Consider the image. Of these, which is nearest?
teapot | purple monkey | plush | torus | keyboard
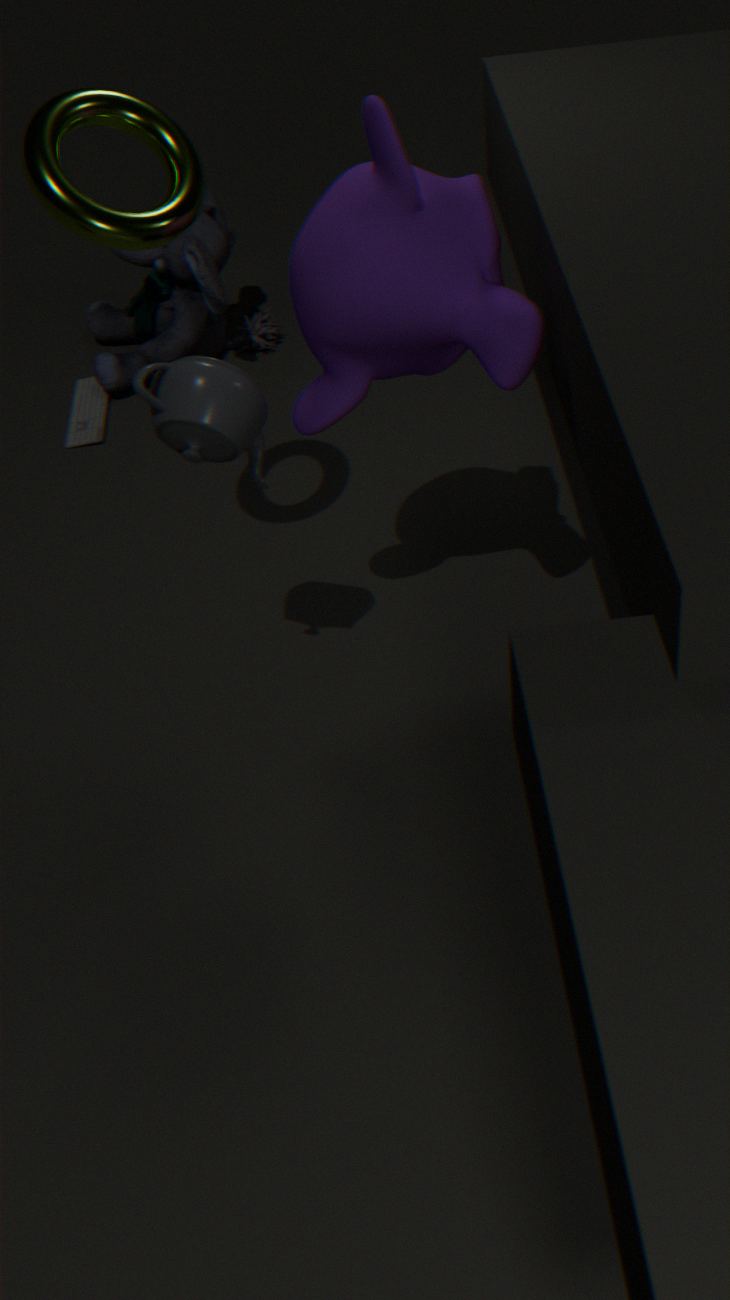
teapot
